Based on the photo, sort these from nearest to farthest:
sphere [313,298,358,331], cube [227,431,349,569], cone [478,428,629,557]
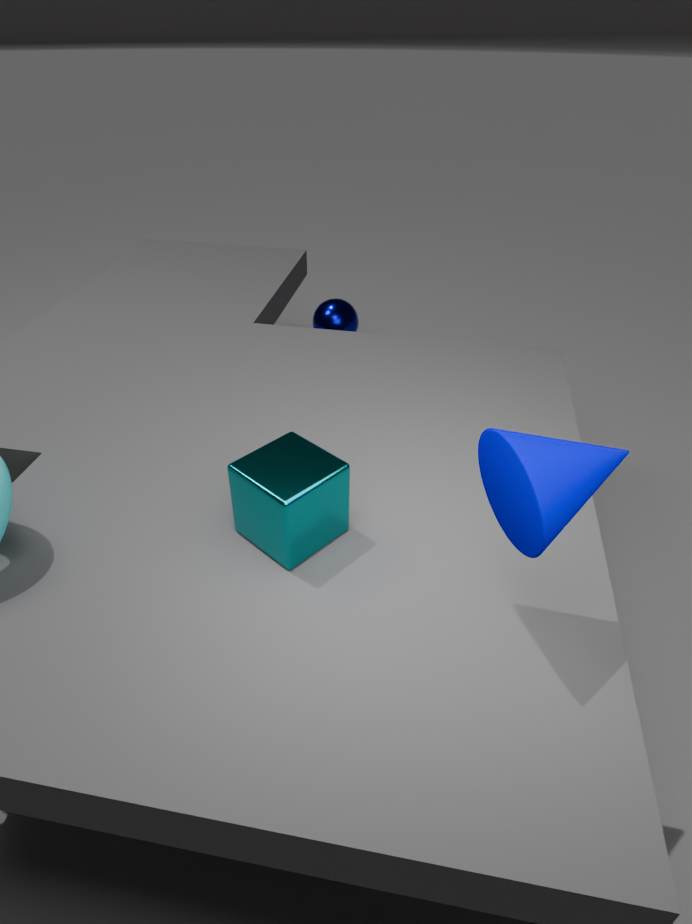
1. cone [478,428,629,557]
2. cube [227,431,349,569]
3. sphere [313,298,358,331]
